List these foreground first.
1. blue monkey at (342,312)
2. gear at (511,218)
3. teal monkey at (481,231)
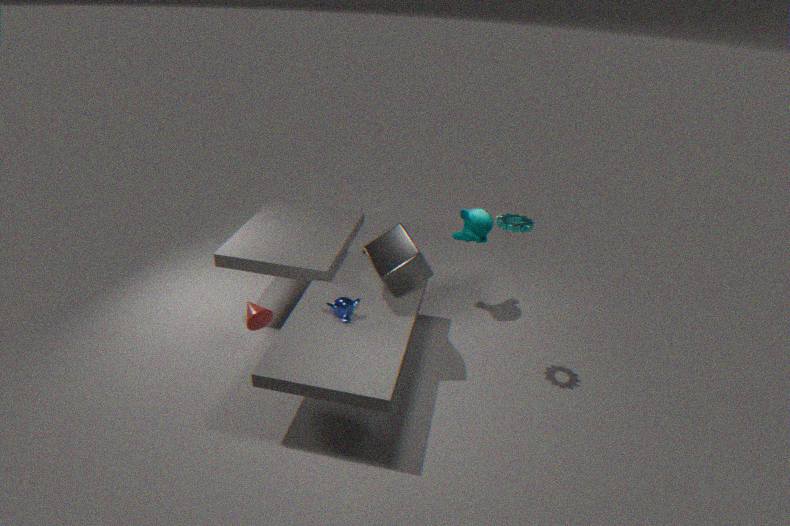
gear at (511,218) → blue monkey at (342,312) → teal monkey at (481,231)
